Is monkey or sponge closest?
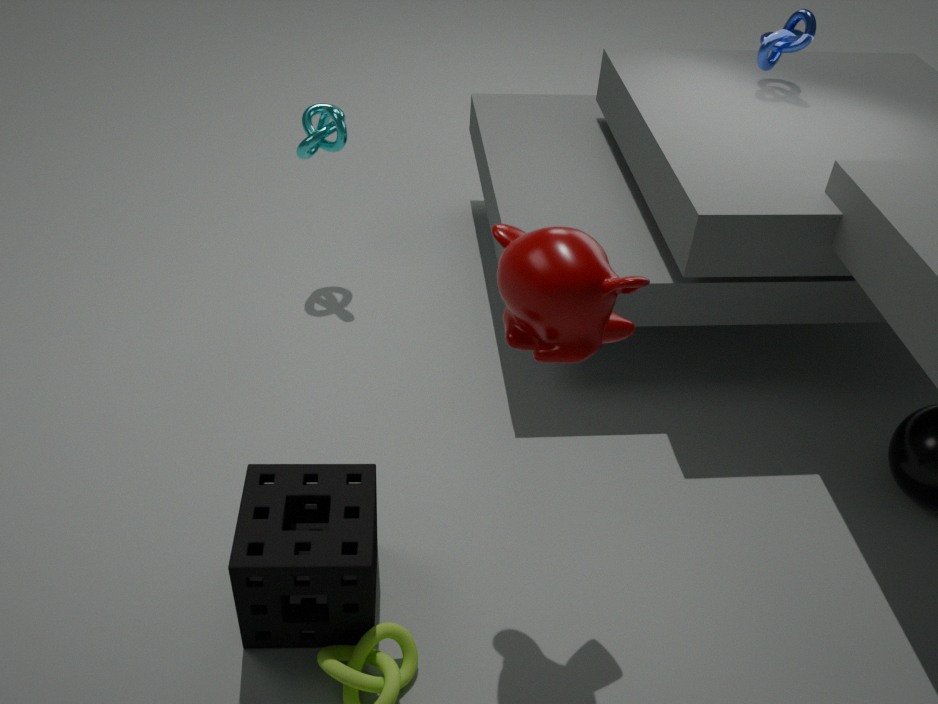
monkey
